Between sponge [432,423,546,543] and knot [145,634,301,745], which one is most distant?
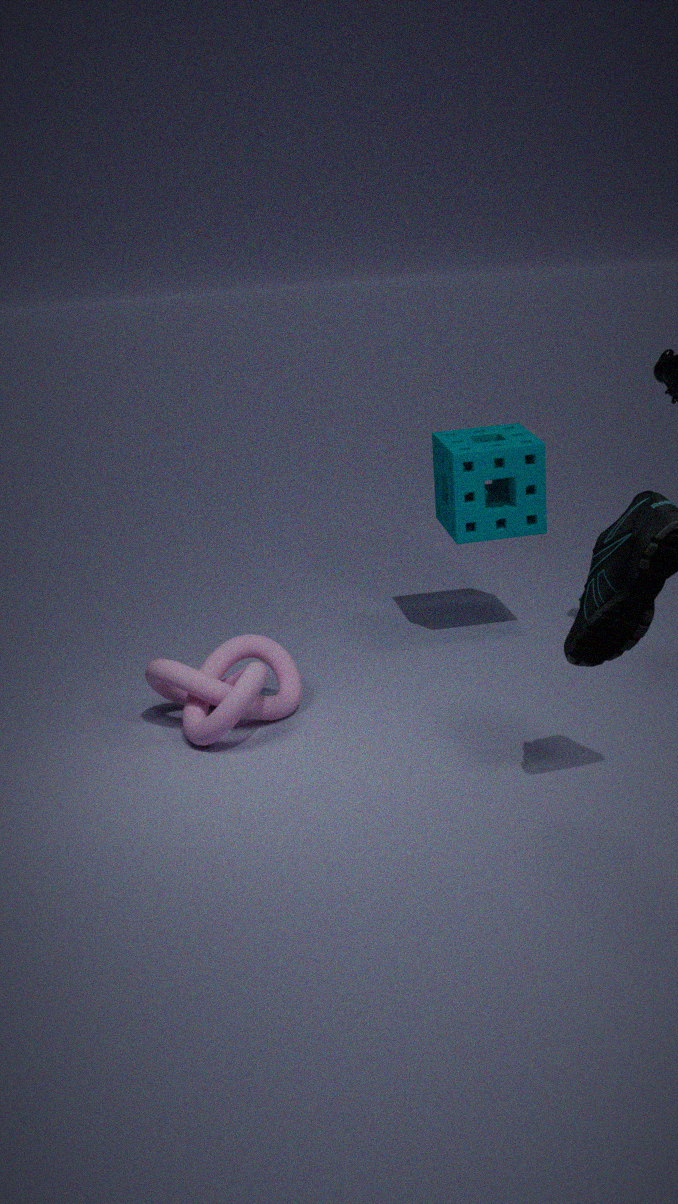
sponge [432,423,546,543]
